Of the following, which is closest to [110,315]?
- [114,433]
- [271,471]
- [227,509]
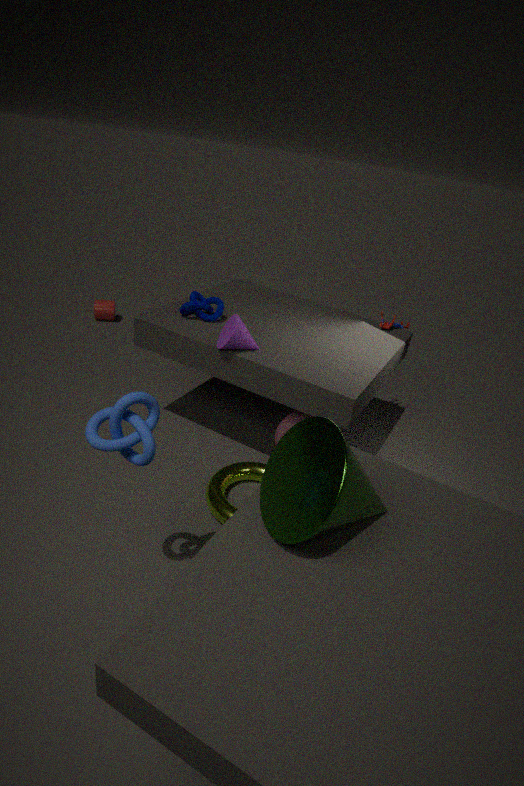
[227,509]
